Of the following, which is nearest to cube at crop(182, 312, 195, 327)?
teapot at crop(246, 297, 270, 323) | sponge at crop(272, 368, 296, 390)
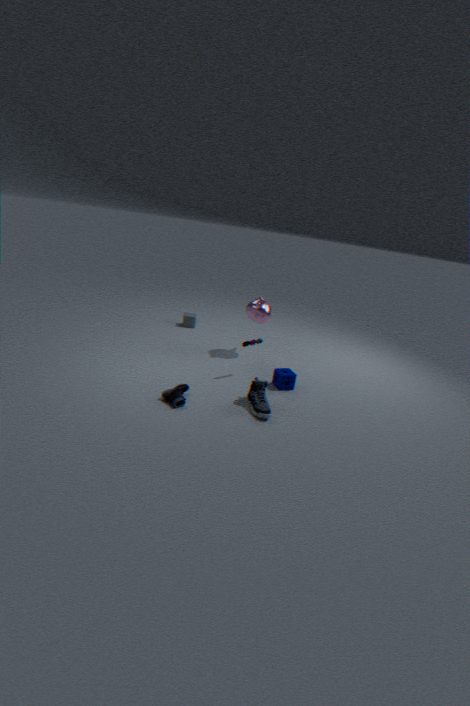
teapot at crop(246, 297, 270, 323)
